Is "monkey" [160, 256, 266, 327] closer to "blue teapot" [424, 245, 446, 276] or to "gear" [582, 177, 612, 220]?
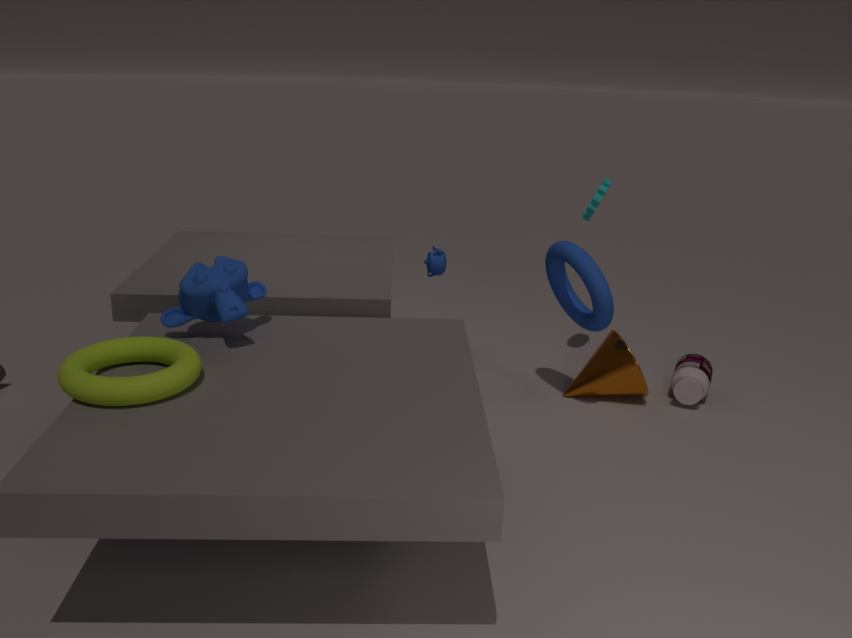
"blue teapot" [424, 245, 446, 276]
